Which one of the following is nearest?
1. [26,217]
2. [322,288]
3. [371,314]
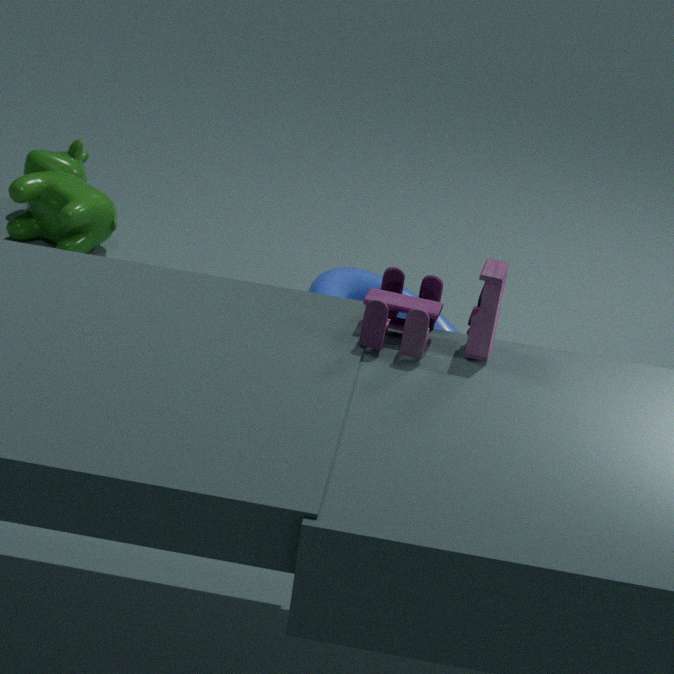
[371,314]
